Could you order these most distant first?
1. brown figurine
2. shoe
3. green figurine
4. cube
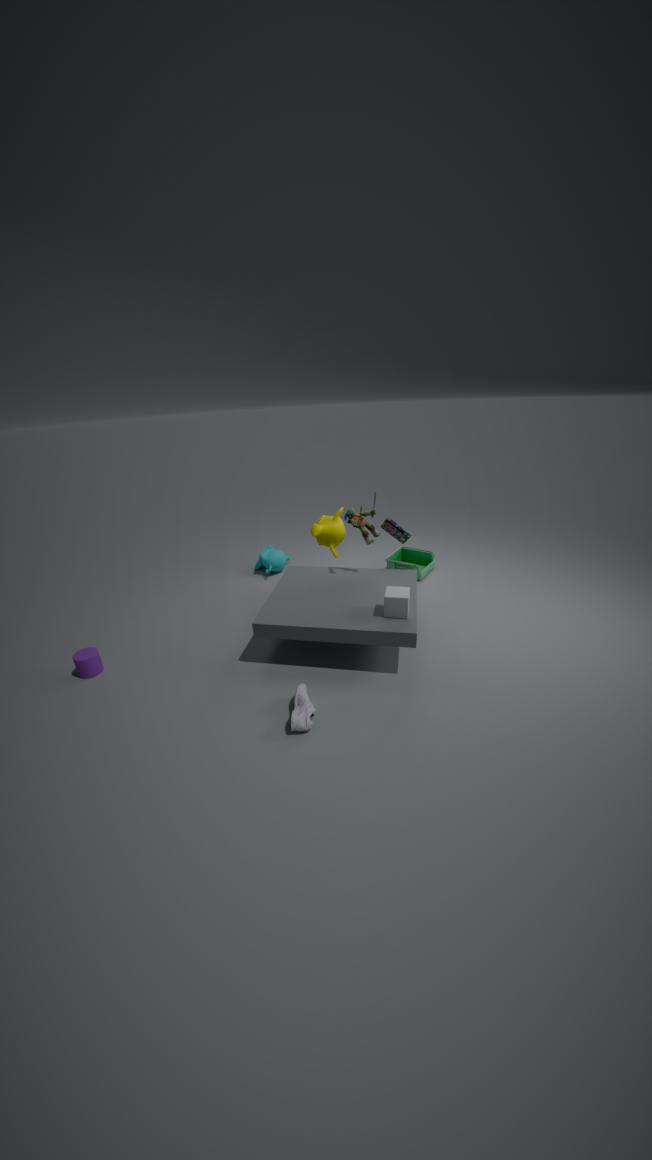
green figurine, brown figurine, cube, shoe
